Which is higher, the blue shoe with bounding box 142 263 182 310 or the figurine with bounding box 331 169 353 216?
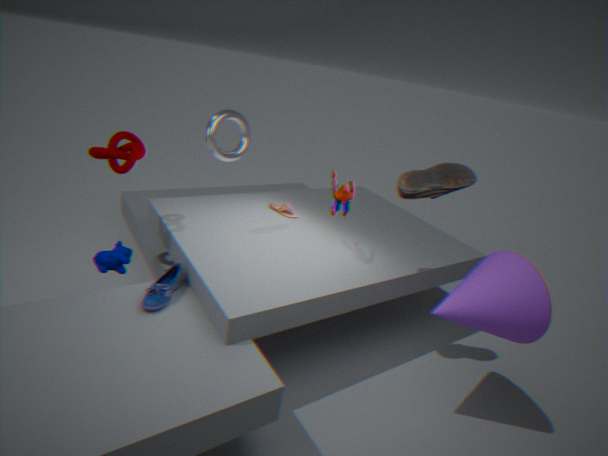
the figurine with bounding box 331 169 353 216
